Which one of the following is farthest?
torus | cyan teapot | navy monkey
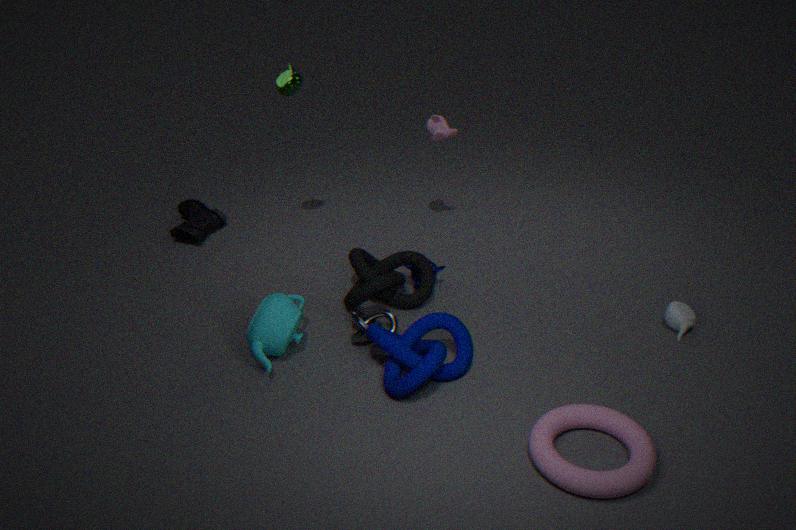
navy monkey
